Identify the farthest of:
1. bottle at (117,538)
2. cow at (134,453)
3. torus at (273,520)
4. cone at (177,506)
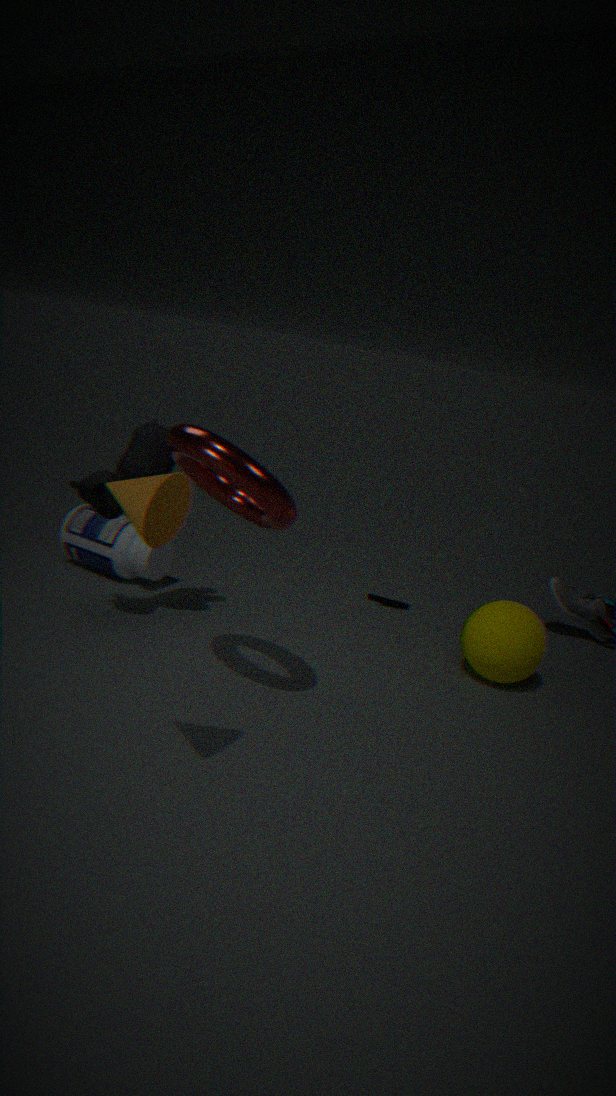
bottle at (117,538)
